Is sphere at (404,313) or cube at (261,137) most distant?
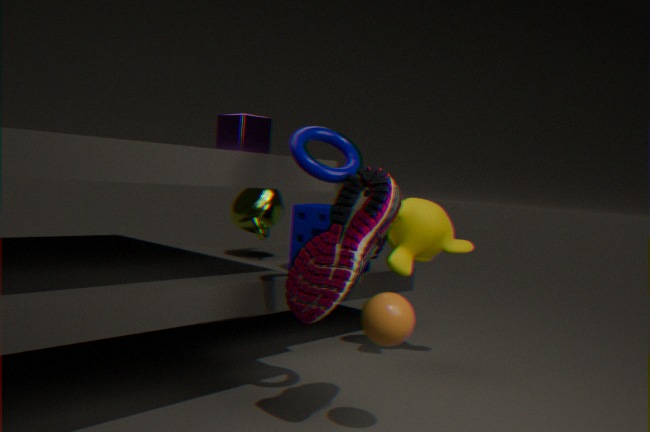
cube at (261,137)
